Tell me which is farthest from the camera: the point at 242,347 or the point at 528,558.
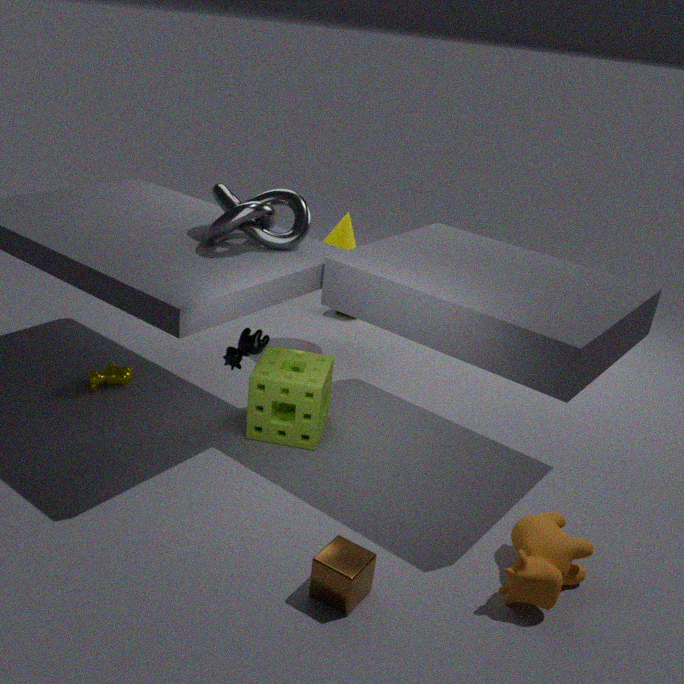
the point at 242,347
